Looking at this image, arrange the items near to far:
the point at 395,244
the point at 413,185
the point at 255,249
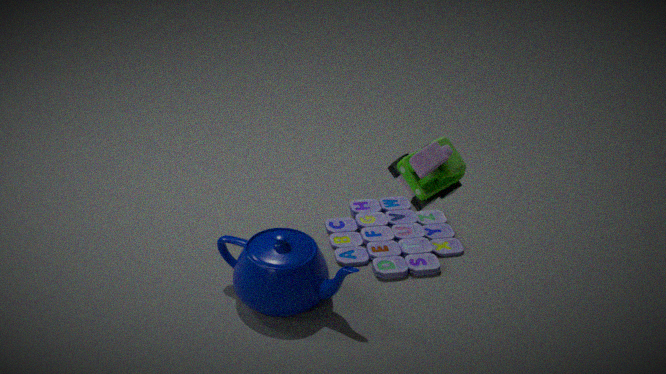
the point at 413,185, the point at 255,249, the point at 395,244
